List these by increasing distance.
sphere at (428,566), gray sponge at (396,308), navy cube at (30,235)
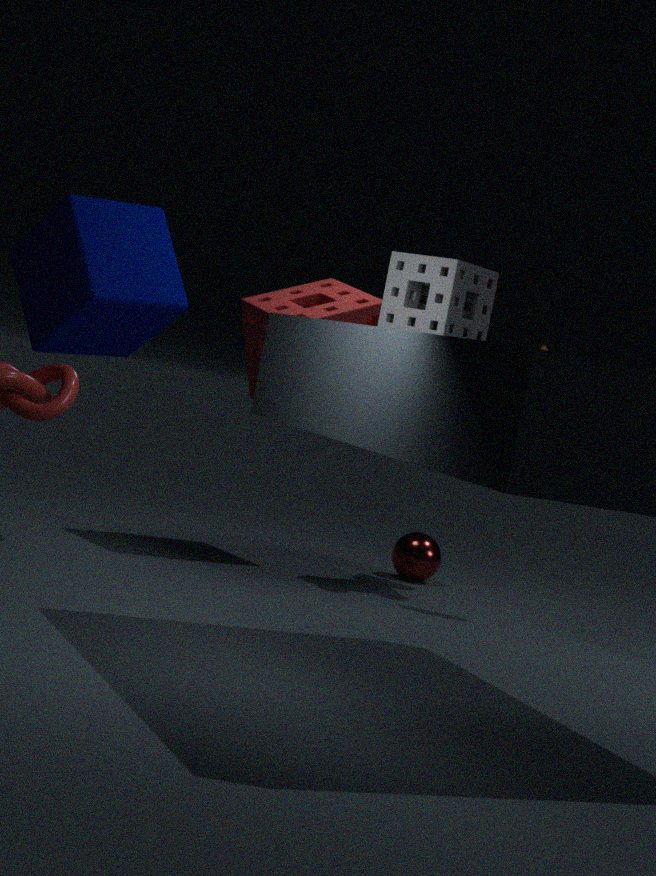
gray sponge at (396,308) < navy cube at (30,235) < sphere at (428,566)
